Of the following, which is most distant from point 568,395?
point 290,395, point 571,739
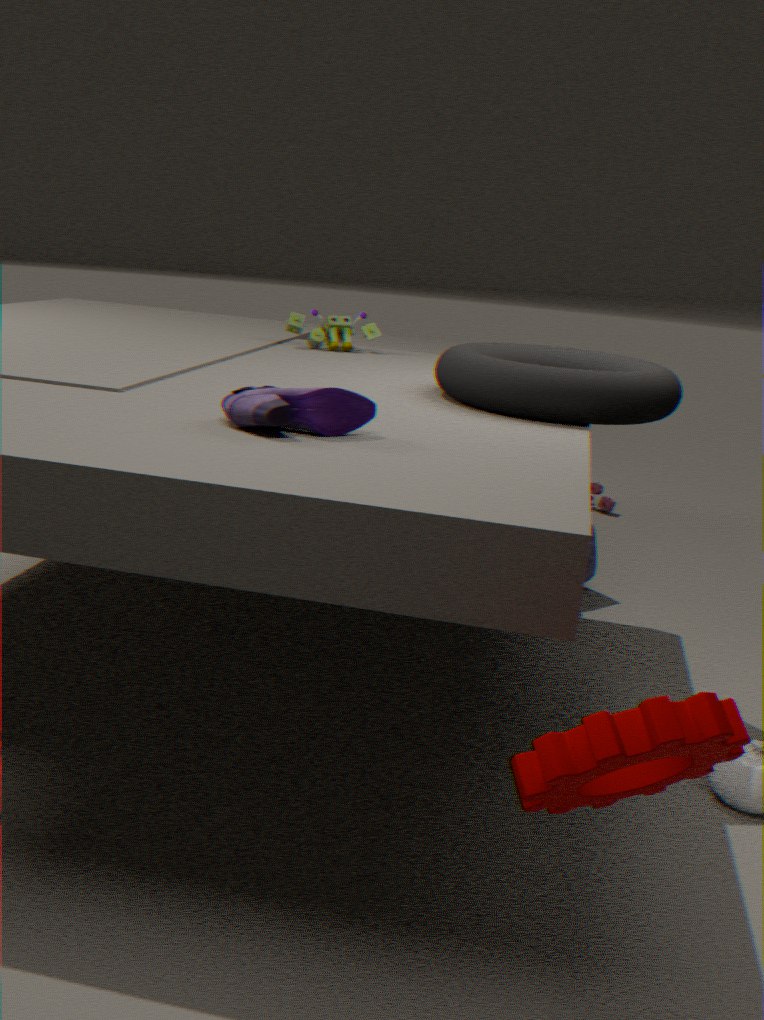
point 571,739
